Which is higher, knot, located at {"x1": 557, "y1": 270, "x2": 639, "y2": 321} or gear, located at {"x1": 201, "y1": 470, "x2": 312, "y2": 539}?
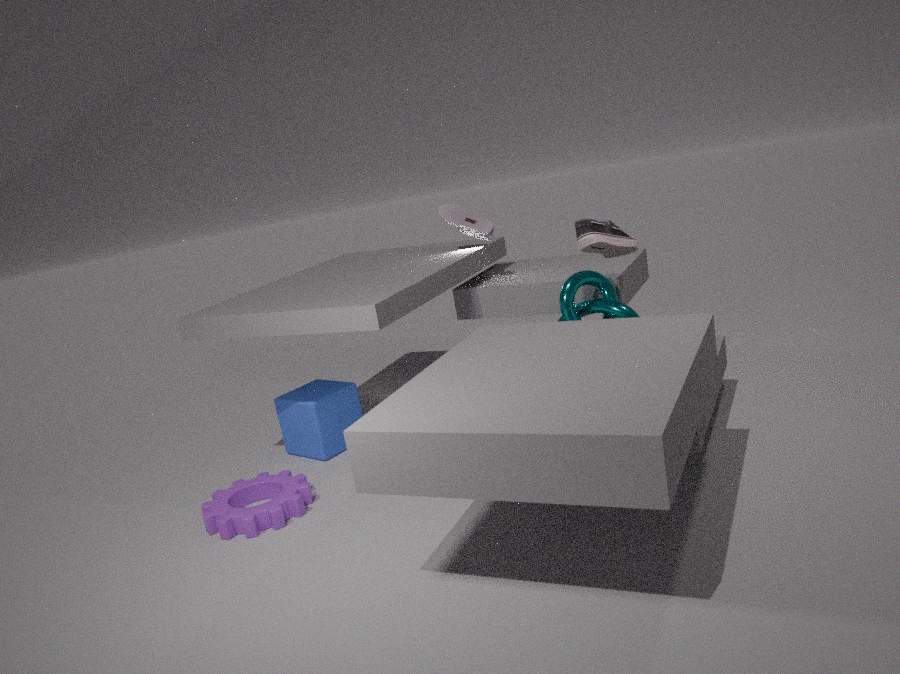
knot, located at {"x1": 557, "y1": 270, "x2": 639, "y2": 321}
